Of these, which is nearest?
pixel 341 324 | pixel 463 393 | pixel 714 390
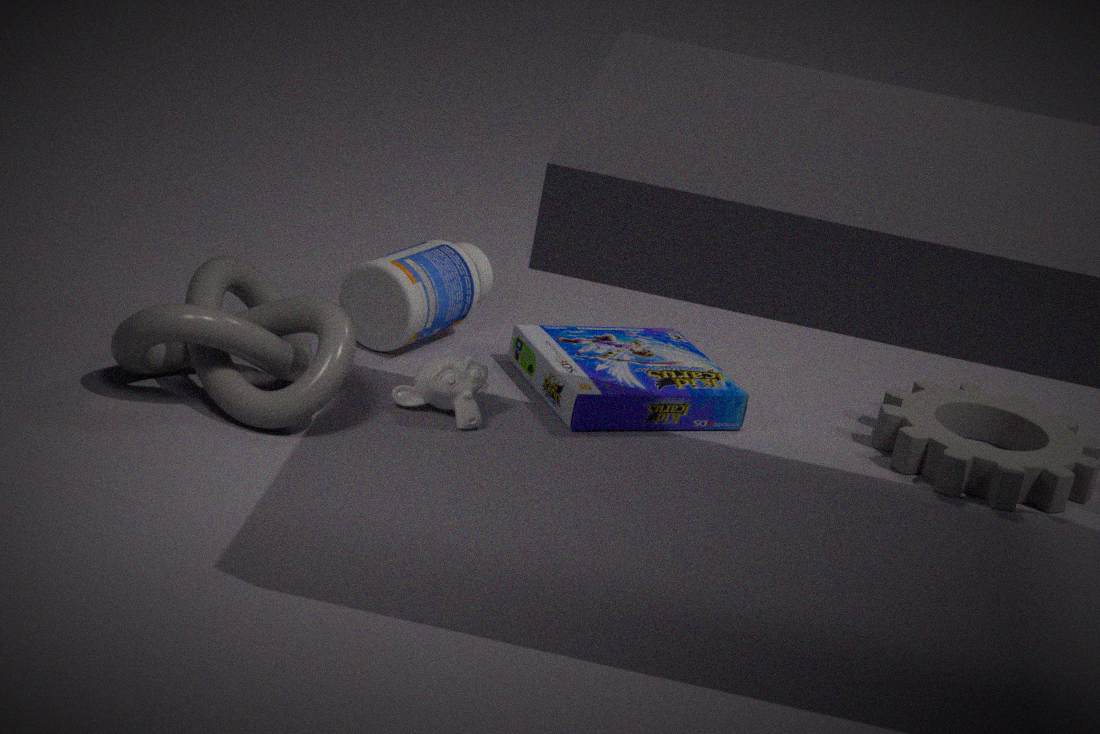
pixel 341 324
